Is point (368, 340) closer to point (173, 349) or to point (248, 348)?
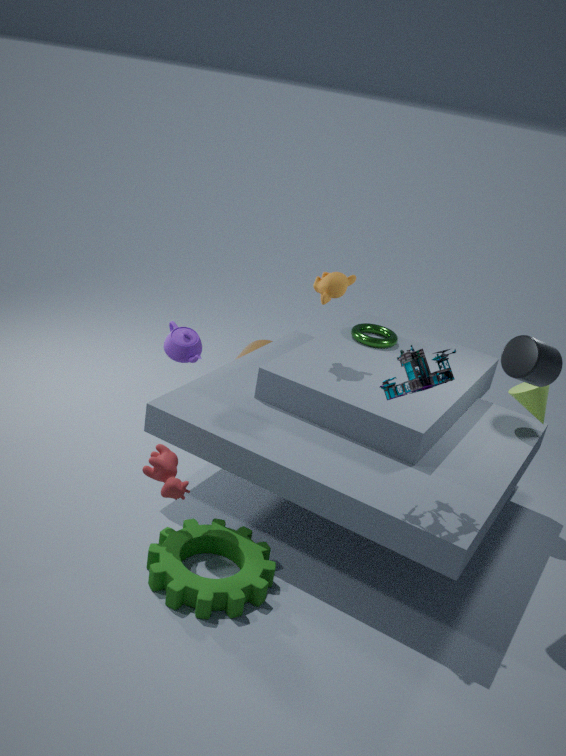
point (248, 348)
